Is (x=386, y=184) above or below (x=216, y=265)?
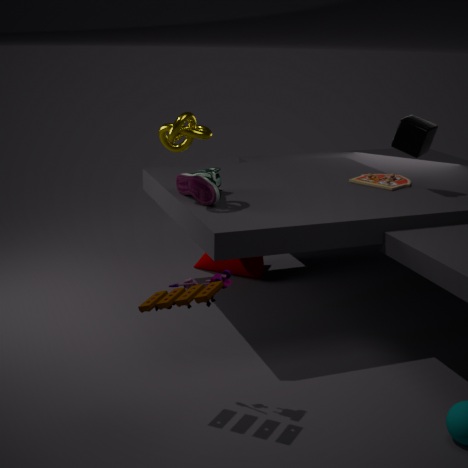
above
